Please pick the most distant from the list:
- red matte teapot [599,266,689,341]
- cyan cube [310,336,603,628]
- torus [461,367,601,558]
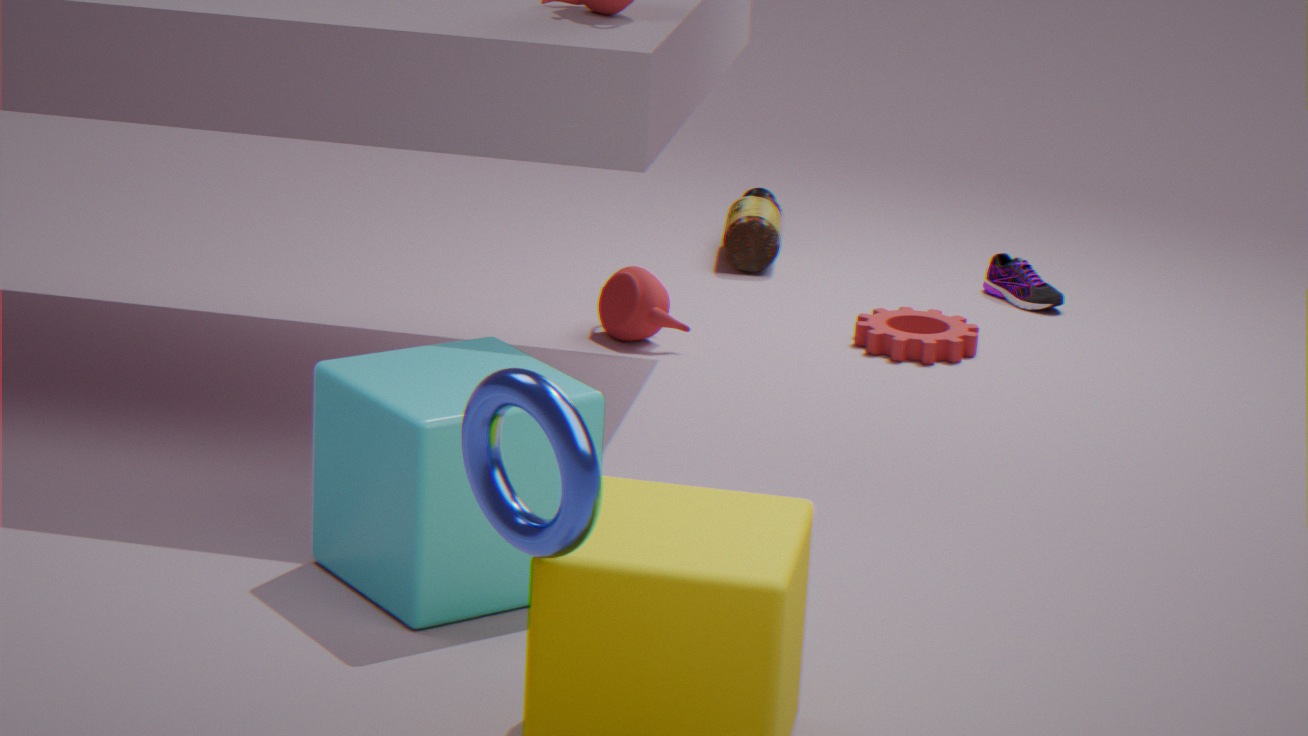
red matte teapot [599,266,689,341]
